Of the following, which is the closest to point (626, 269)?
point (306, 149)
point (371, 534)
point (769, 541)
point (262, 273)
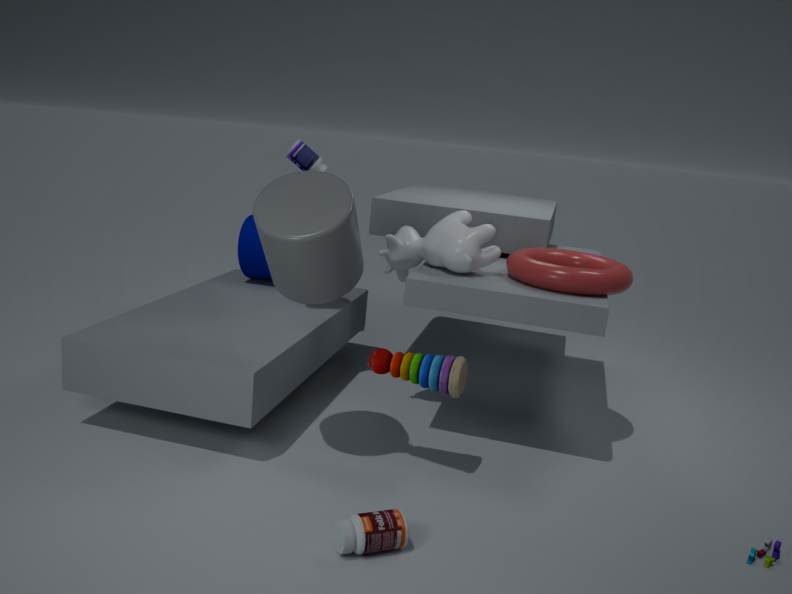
point (769, 541)
